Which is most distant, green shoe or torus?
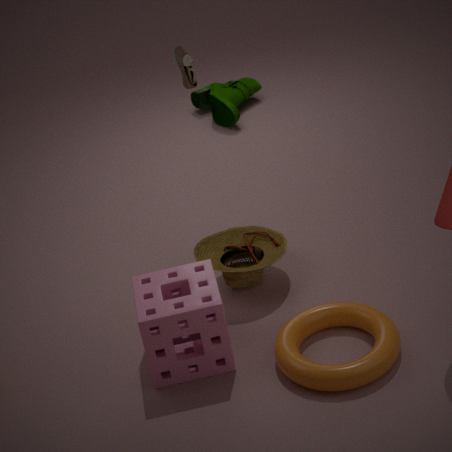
green shoe
